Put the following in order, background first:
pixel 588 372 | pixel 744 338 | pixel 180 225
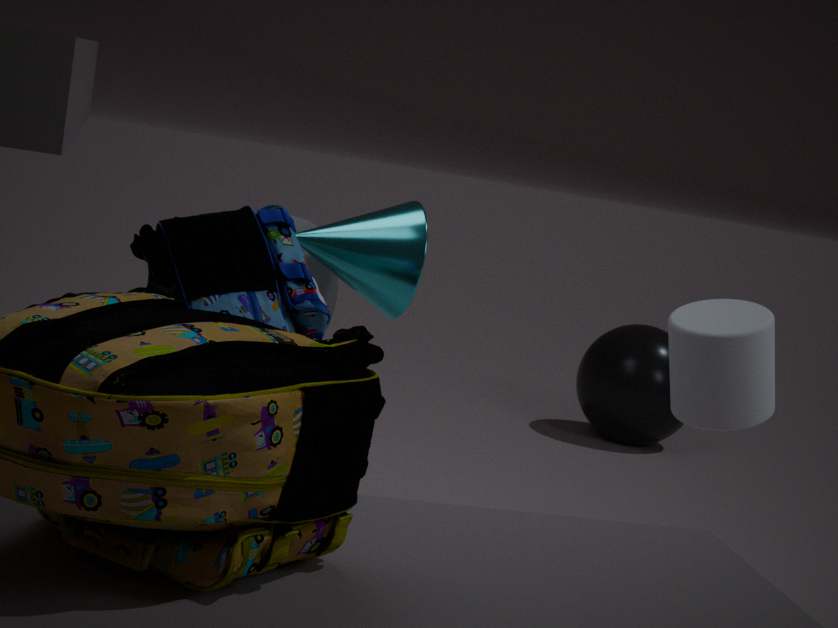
pixel 588 372
pixel 744 338
pixel 180 225
